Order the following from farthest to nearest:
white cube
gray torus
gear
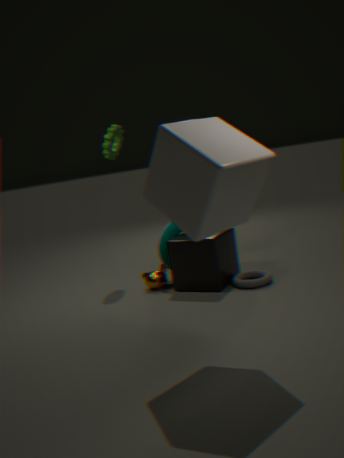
1. gear
2. gray torus
3. white cube
